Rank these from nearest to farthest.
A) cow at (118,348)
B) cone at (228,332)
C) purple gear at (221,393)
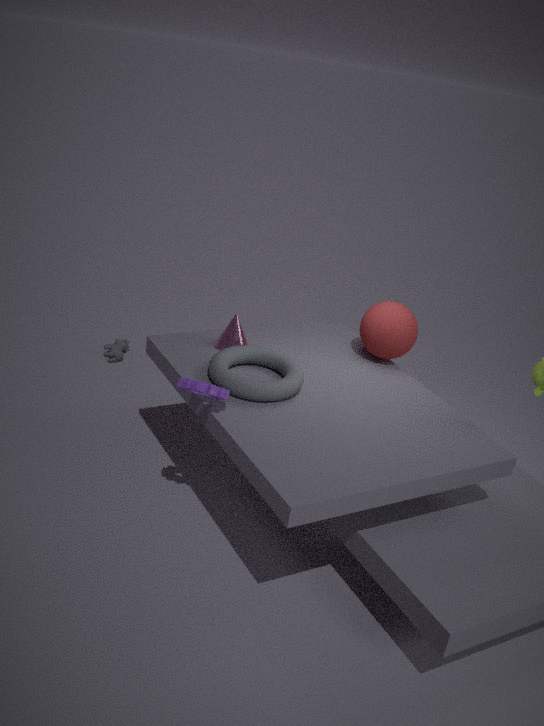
purple gear at (221,393), cone at (228,332), cow at (118,348)
